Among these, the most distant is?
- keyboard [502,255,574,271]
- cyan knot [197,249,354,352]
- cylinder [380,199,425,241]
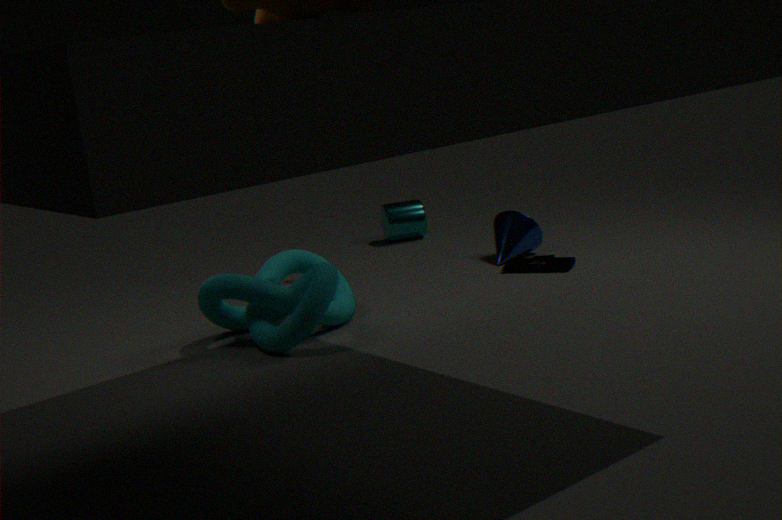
cylinder [380,199,425,241]
